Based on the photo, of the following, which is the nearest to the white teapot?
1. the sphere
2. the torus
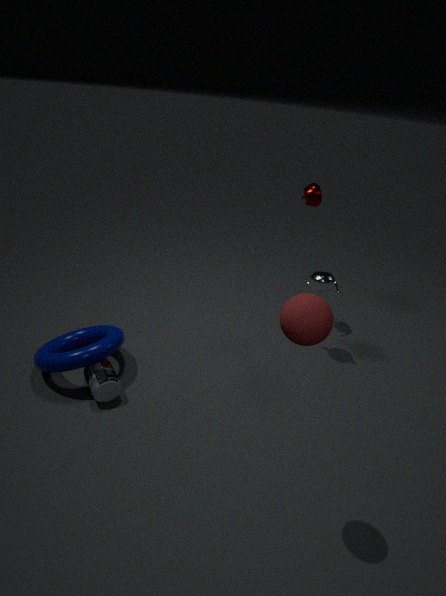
the sphere
